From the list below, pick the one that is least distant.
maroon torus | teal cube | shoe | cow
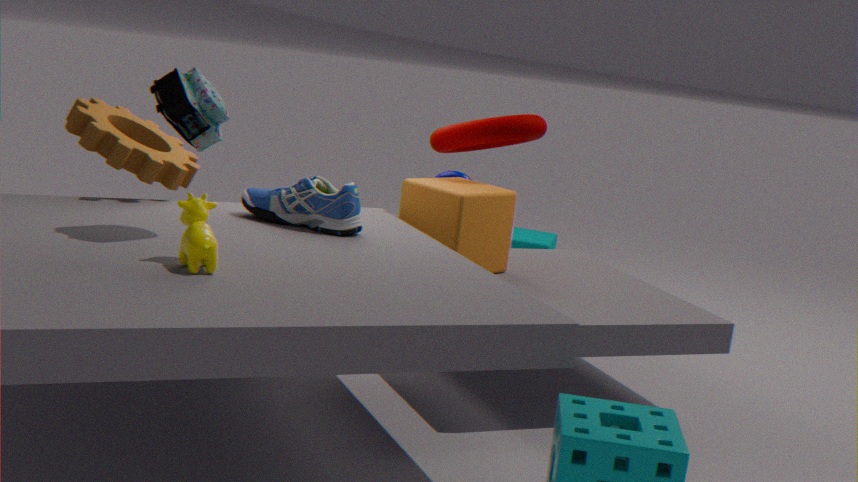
cow
